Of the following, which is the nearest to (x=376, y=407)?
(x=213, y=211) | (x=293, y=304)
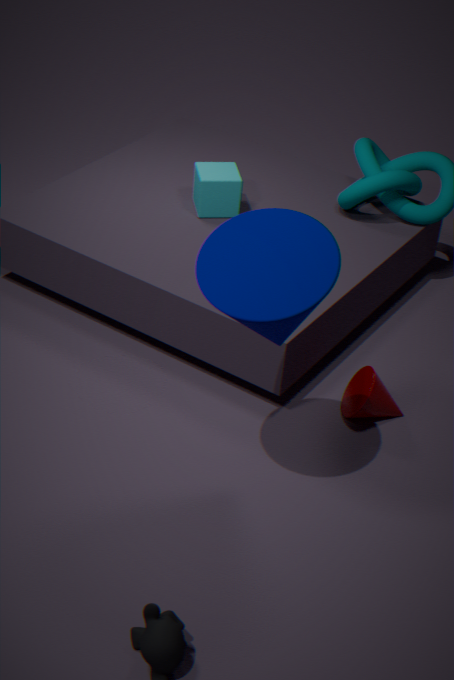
(x=293, y=304)
